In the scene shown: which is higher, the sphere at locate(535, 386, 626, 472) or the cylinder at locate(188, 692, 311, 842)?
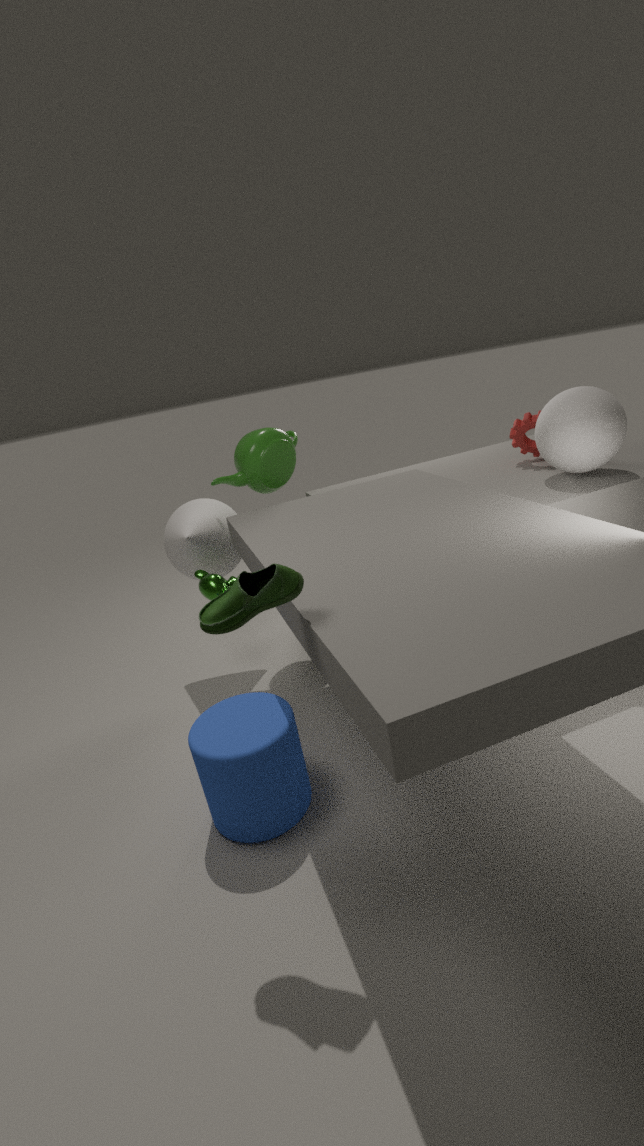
the sphere at locate(535, 386, 626, 472)
